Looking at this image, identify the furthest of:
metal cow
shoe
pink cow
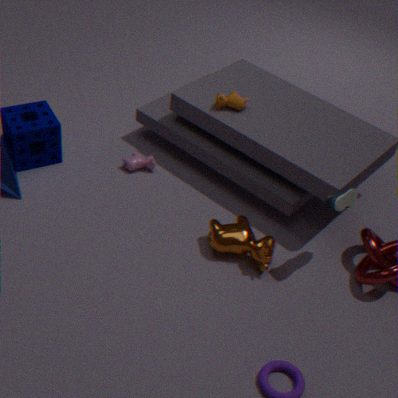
pink cow
